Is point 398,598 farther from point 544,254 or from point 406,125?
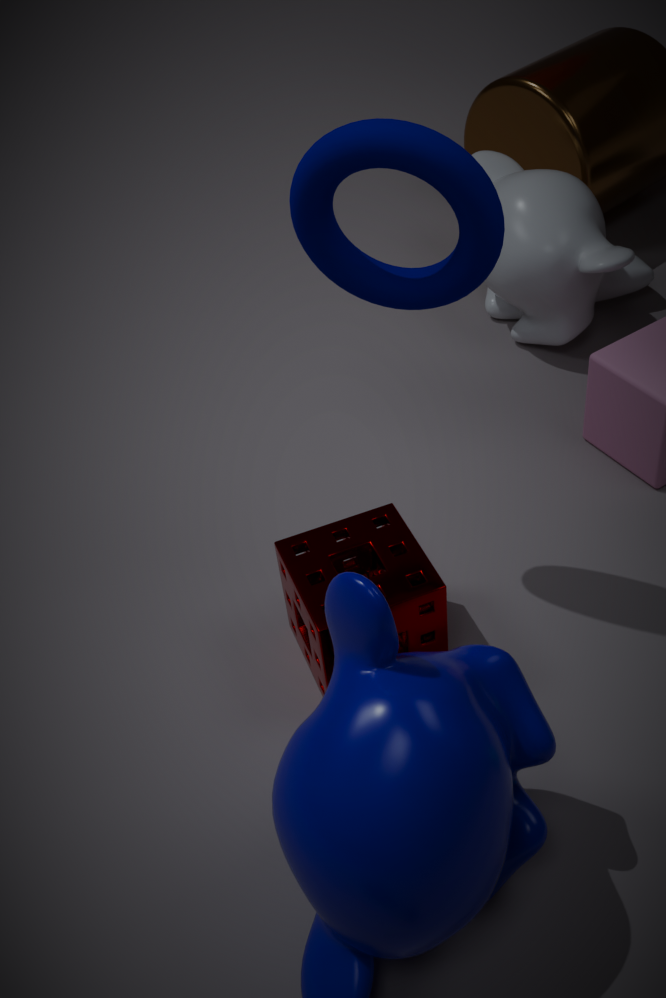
point 544,254
